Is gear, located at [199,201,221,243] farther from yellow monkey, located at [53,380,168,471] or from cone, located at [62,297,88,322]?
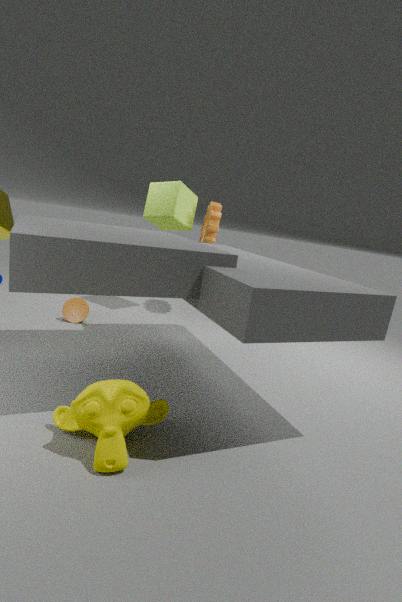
yellow monkey, located at [53,380,168,471]
